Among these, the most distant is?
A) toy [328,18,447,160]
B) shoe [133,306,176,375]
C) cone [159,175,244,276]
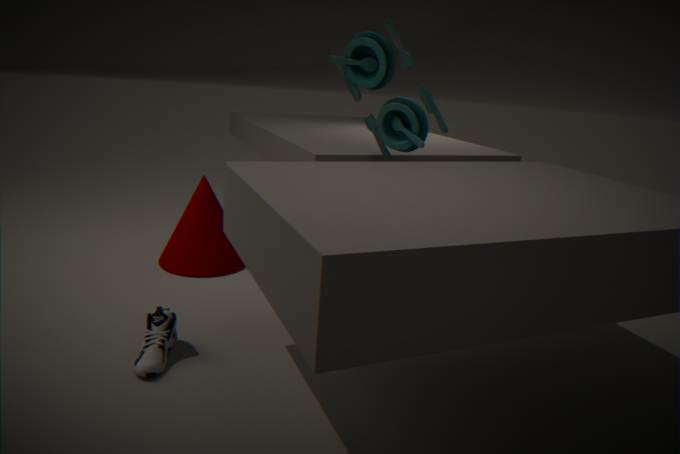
cone [159,175,244,276]
